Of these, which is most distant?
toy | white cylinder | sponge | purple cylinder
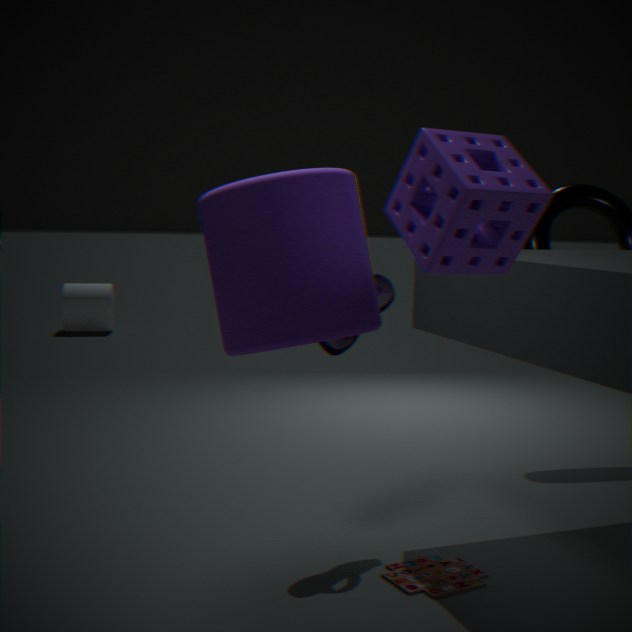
white cylinder
